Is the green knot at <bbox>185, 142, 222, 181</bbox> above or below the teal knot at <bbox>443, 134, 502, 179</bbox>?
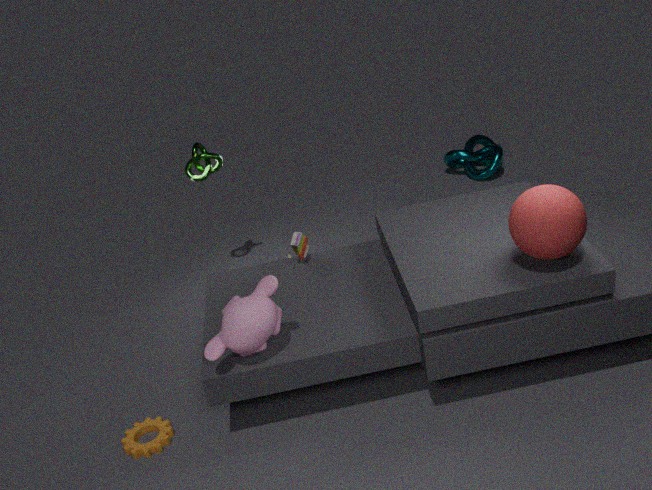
above
